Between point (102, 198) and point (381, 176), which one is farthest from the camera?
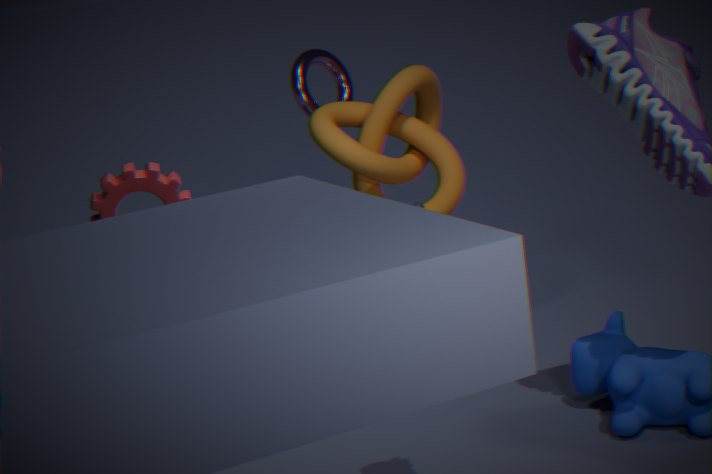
point (381, 176)
